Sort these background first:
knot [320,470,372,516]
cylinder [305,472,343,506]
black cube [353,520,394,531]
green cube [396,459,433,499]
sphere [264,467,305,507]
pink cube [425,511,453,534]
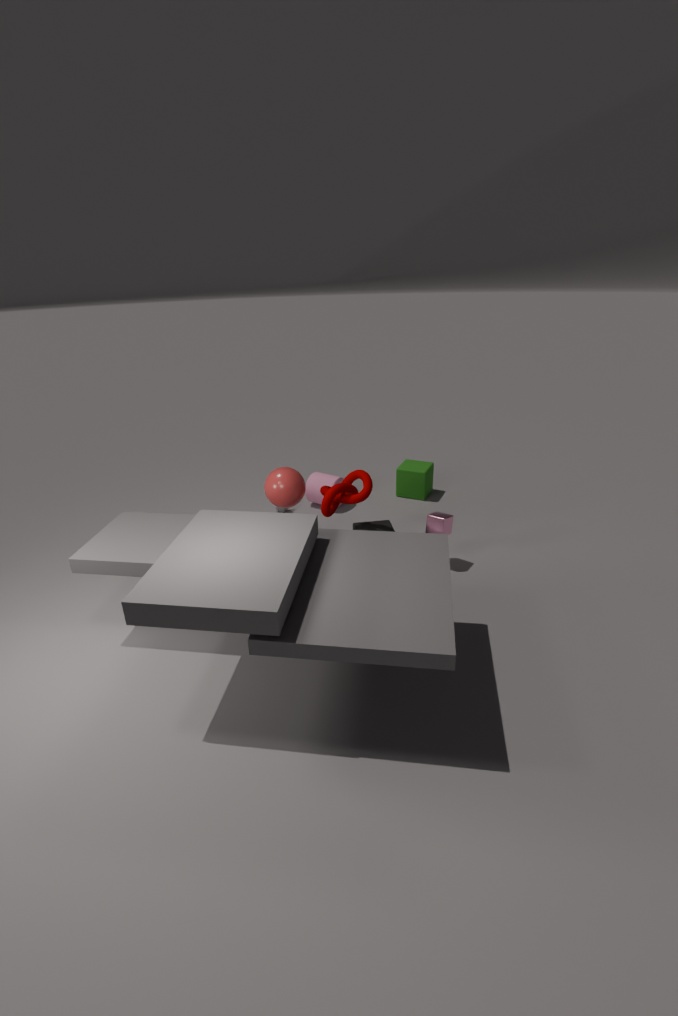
green cube [396,459,433,499]
cylinder [305,472,343,506]
black cube [353,520,394,531]
pink cube [425,511,453,534]
knot [320,470,372,516]
sphere [264,467,305,507]
